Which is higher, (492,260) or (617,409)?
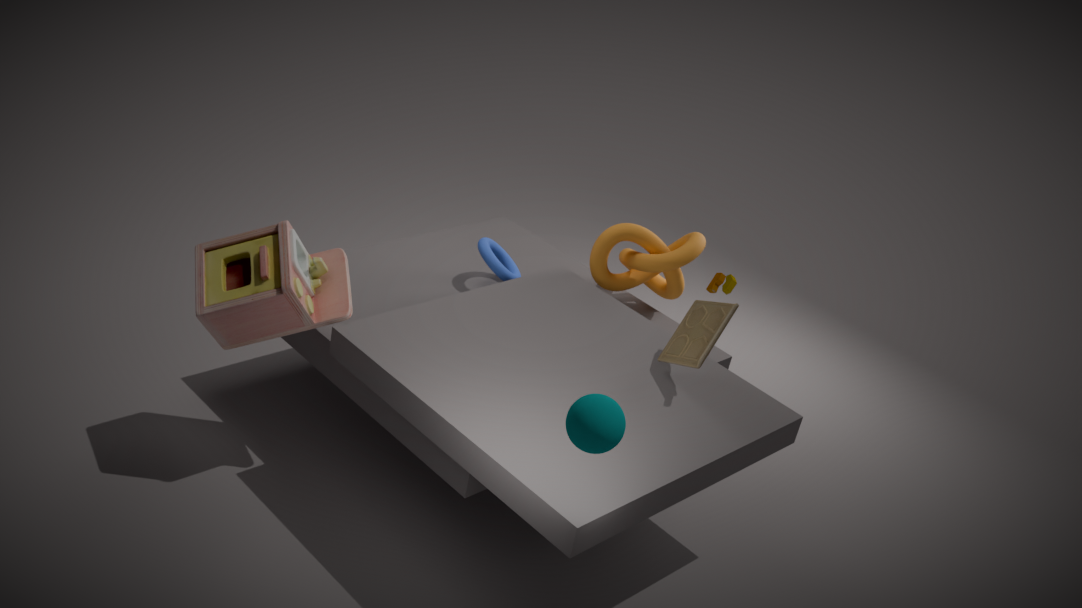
(617,409)
